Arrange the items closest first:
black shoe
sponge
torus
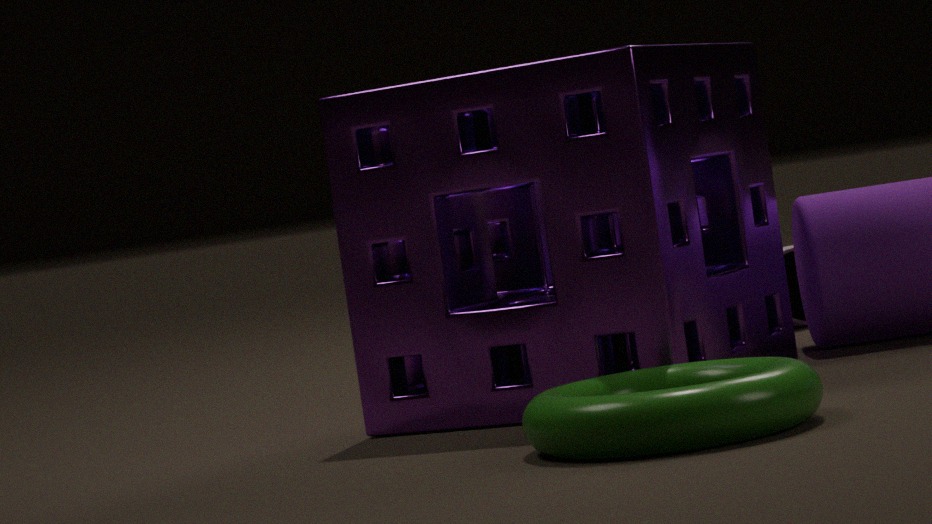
1. torus
2. sponge
3. black shoe
